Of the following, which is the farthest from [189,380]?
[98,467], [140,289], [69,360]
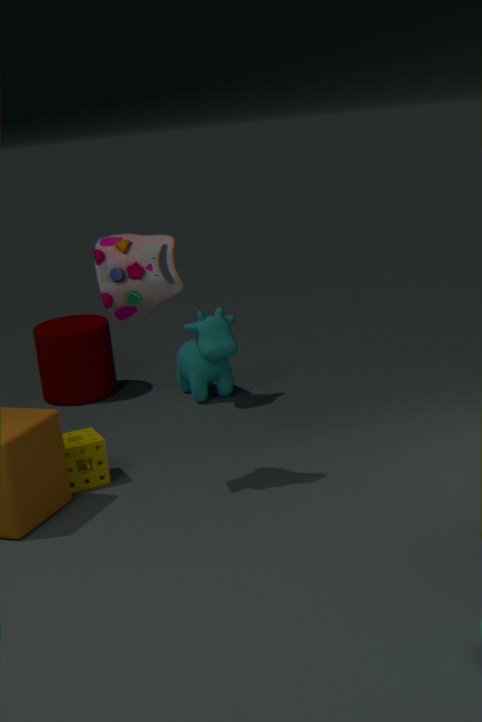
[140,289]
